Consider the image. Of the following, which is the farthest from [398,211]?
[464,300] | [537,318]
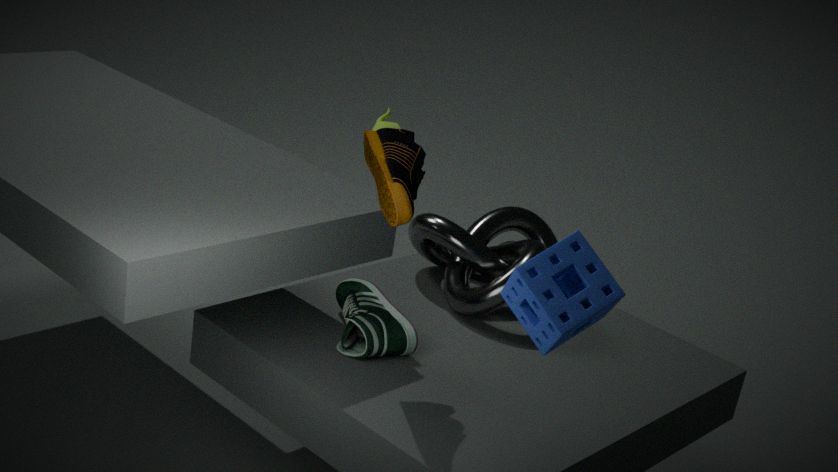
[464,300]
